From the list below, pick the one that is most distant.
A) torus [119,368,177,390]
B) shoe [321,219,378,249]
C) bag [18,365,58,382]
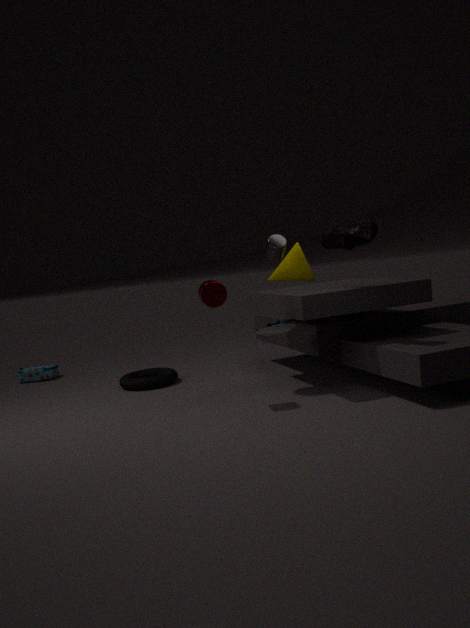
bag [18,365,58,382]
